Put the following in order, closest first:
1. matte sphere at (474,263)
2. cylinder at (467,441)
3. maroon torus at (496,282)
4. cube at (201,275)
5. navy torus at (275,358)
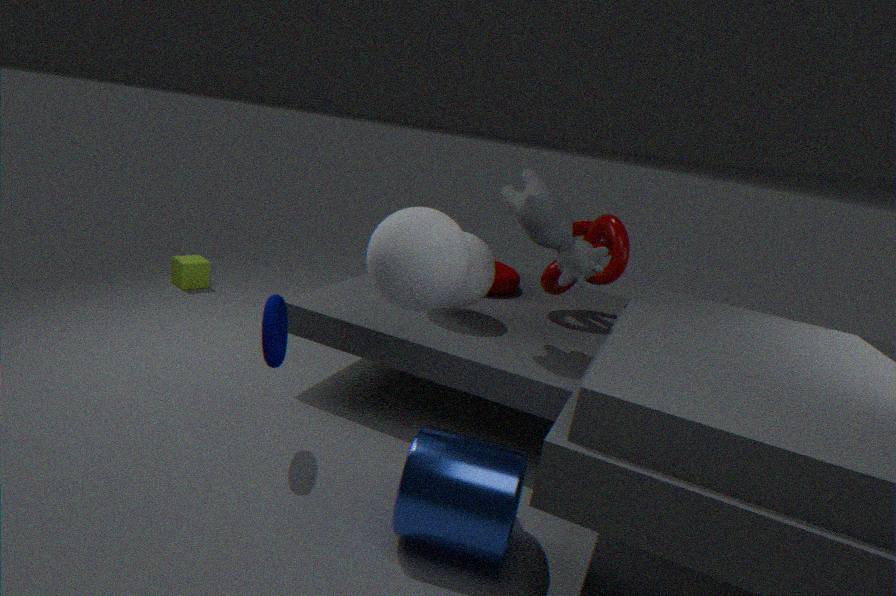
1. cylinder at (467,441)
2. navy torus at (275,358)
3. matte sphere at (474,263)
4. maroon torus at (496,282)
5. cube at (201,275)
